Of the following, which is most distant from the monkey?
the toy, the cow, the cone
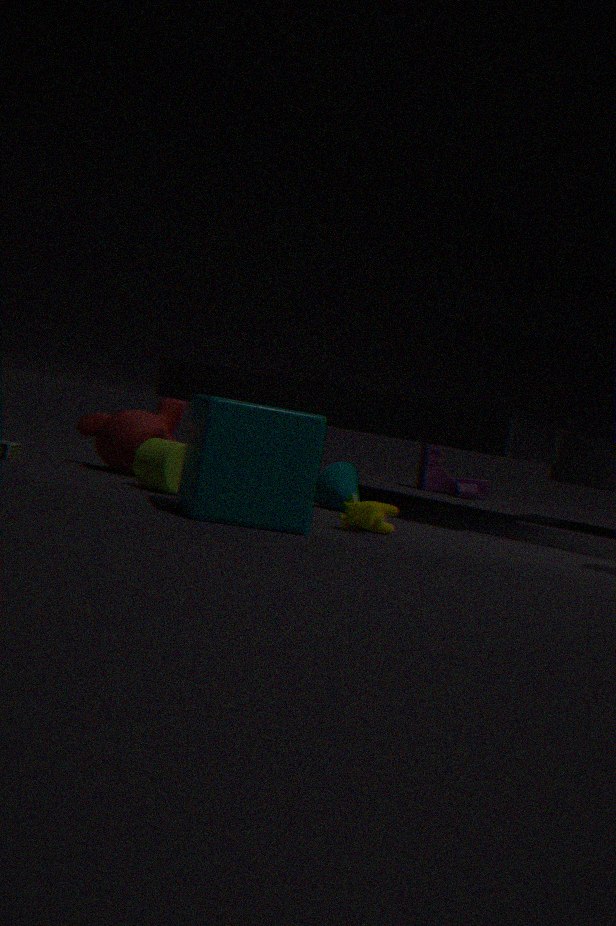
the toy
